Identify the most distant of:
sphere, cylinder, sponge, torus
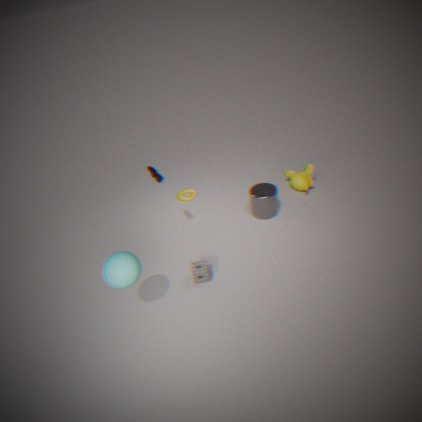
torus
